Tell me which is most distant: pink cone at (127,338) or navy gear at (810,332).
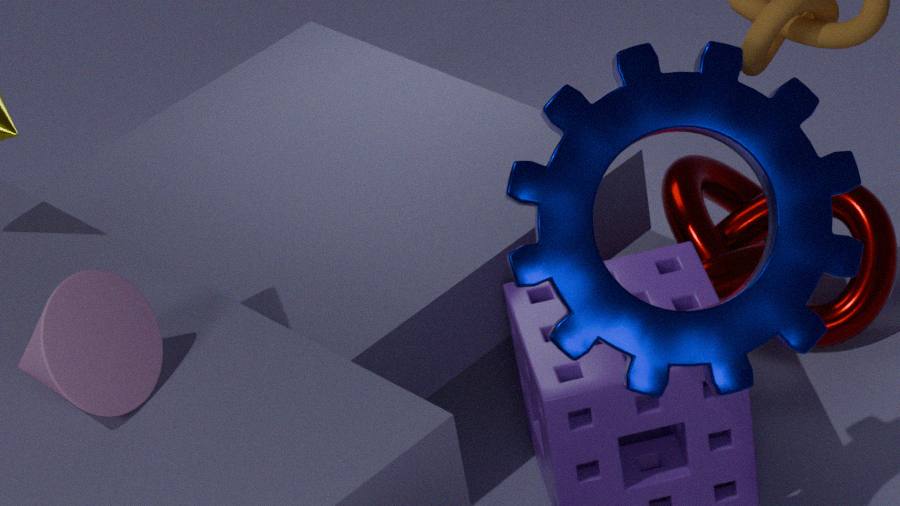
navy gear at (810,332)
